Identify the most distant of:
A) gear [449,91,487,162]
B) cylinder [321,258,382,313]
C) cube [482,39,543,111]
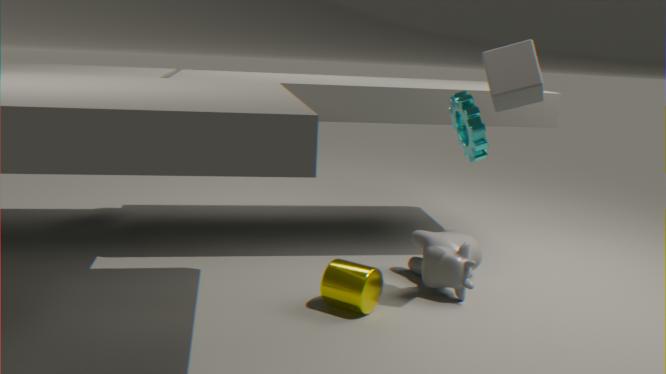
cylinder [321,258,382,313]
